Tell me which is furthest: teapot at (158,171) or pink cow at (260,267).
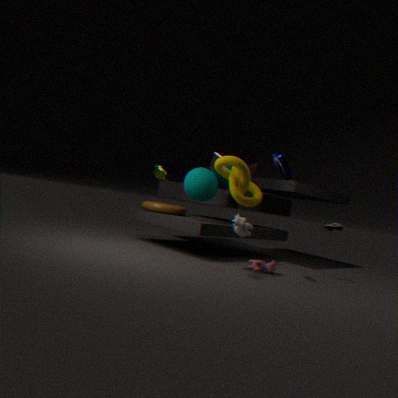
teapot at (158,171)
